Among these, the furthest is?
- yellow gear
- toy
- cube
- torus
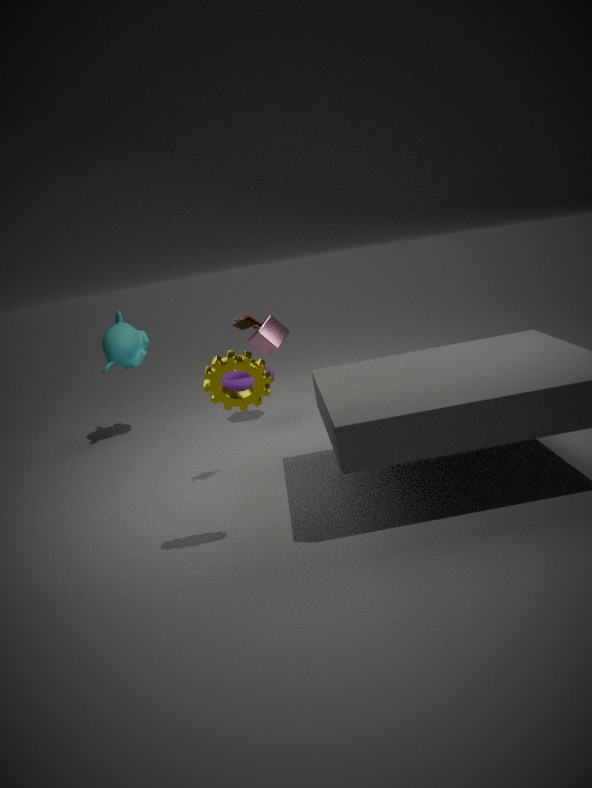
torus
